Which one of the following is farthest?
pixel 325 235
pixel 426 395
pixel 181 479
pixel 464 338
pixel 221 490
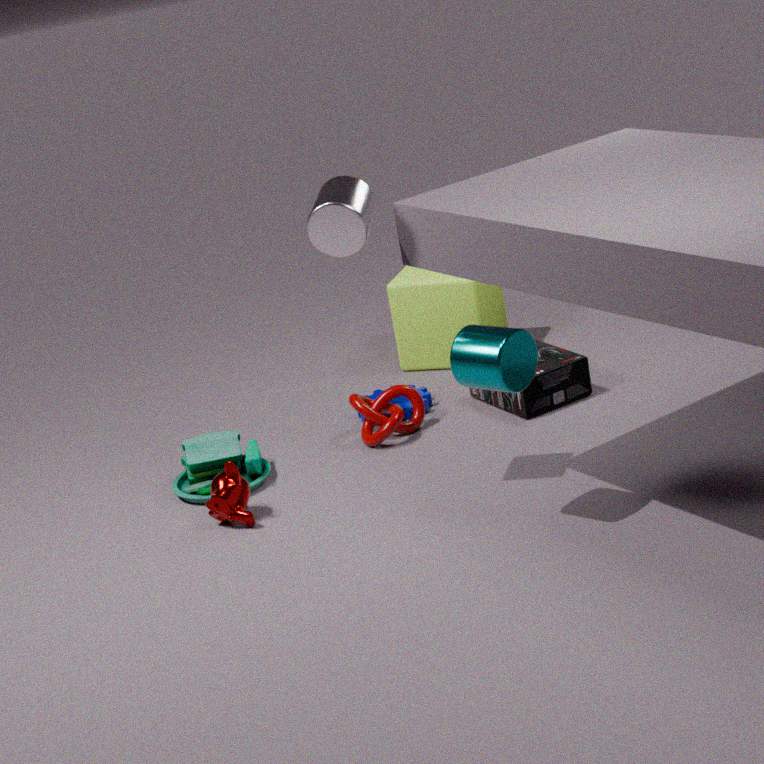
pixel 426 395
